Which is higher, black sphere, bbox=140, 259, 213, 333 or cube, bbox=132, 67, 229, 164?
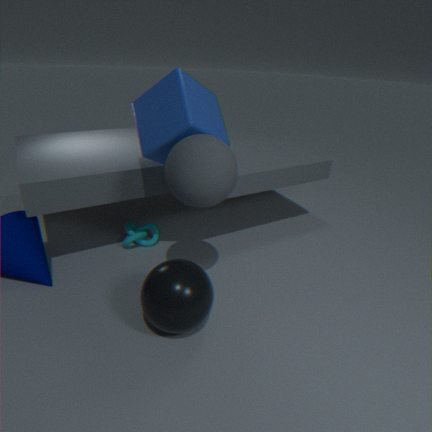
cube, bbox=132, 67, 229, 164
